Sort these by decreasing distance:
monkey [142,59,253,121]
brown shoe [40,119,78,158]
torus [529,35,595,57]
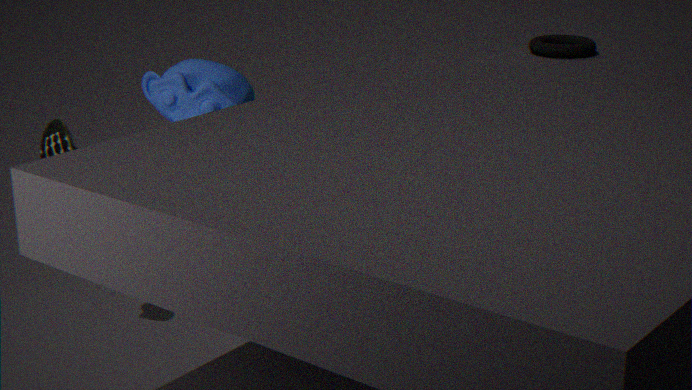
torus [529,35,595,57]
brown shoe [40,119,78,158]
monkey [142,59,253,121]
